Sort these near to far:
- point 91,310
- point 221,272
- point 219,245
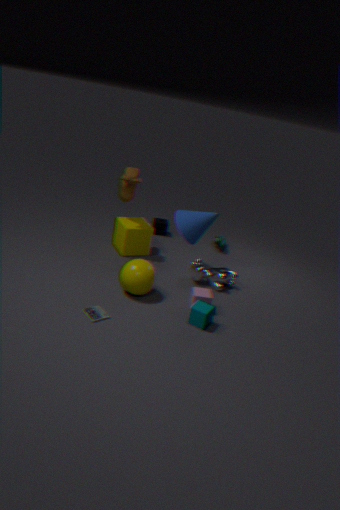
point 91,310 → point 221,272 → point 219,245
